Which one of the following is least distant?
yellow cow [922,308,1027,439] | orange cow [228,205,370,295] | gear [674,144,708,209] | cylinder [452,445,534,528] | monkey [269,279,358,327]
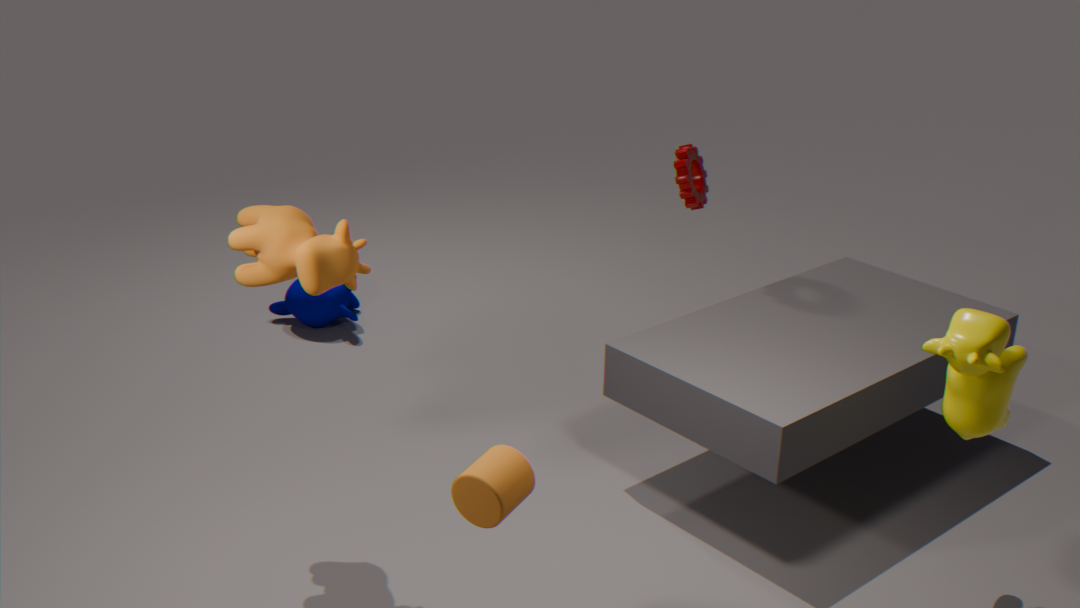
cylinder [452,445,534,528]
